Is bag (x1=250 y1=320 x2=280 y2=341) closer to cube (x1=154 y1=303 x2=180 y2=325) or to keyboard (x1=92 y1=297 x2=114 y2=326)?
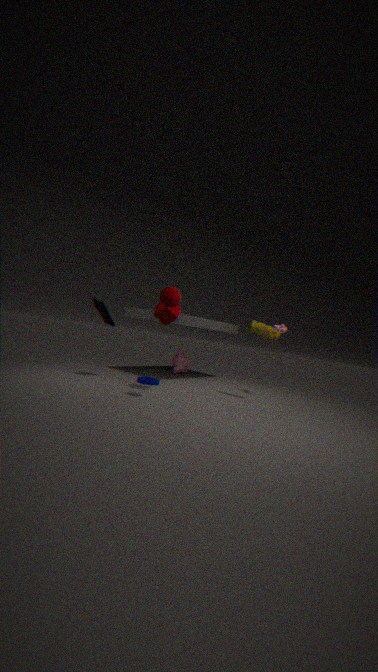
cube (x1=154 y1=303 x2=180 y2=325)
